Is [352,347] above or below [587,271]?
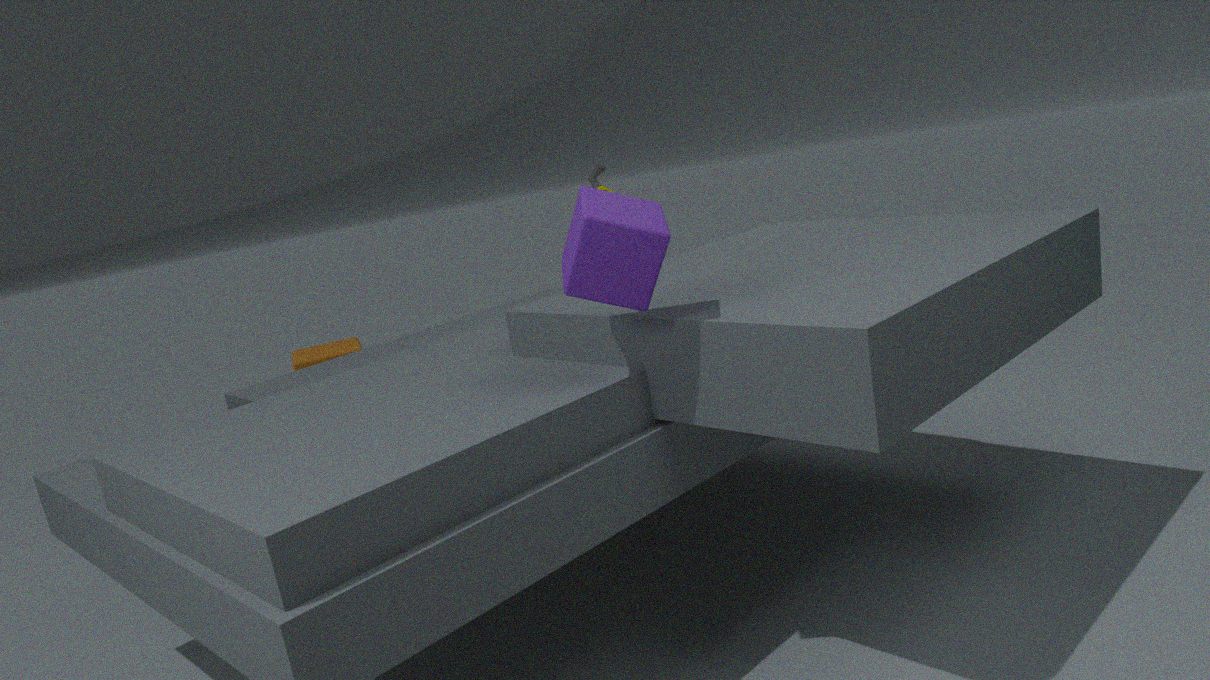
below
